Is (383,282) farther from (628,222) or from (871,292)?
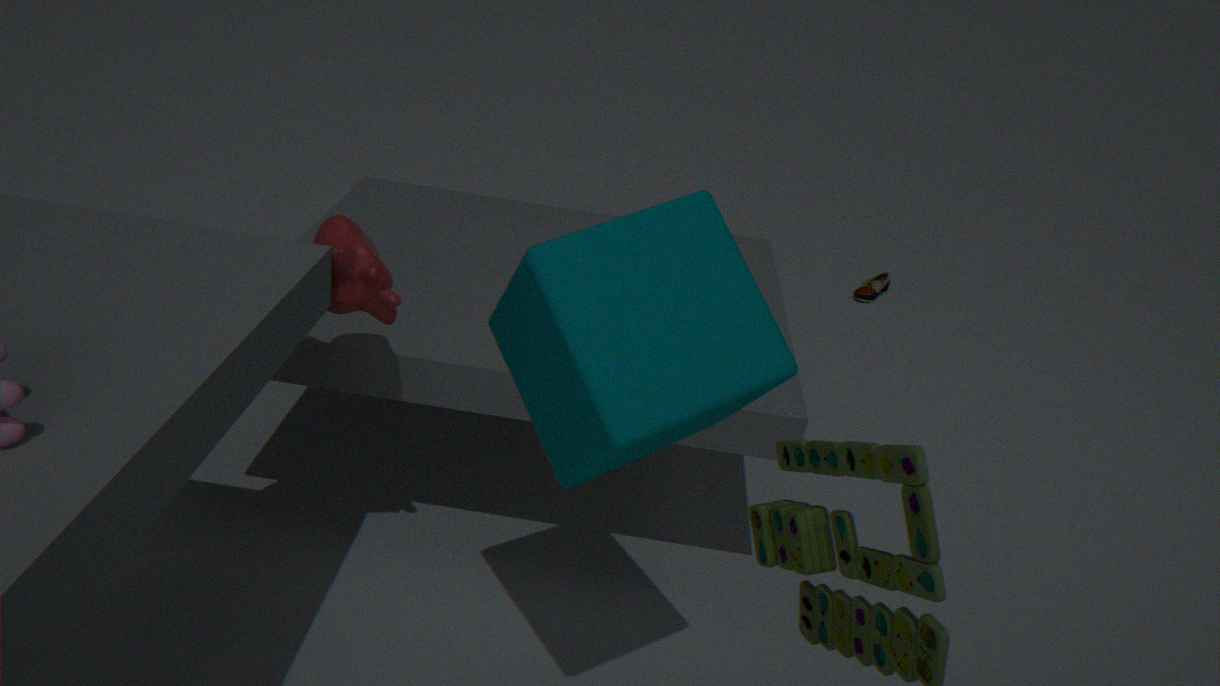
(871,292)
